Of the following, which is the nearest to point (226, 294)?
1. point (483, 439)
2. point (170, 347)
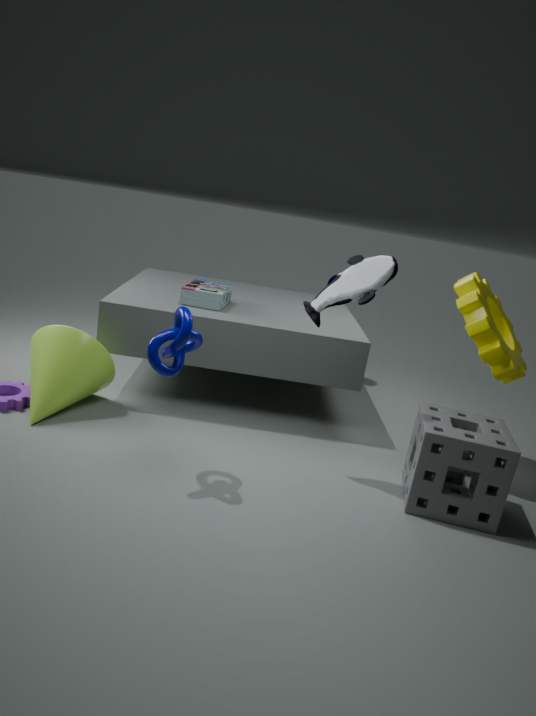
point (170, 347)
